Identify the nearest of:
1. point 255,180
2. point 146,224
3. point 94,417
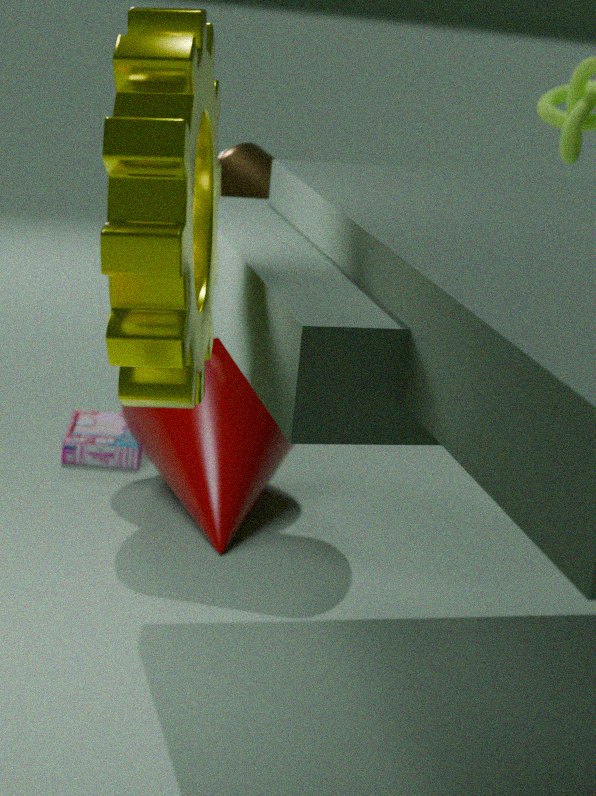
point 146,224
